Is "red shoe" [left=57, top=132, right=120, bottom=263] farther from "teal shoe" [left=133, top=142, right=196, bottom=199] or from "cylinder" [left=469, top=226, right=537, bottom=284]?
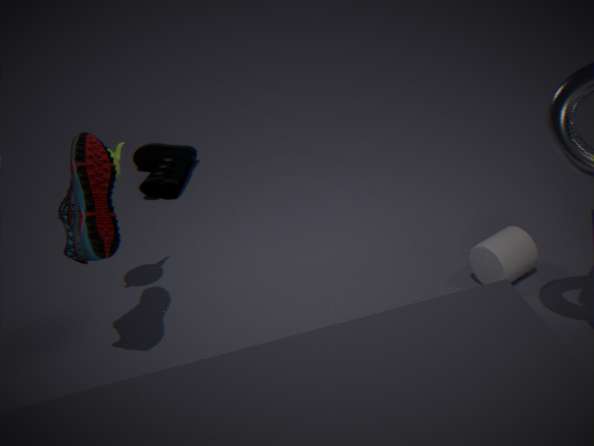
"teal shoe" [left=133, top=142, right=196, bottom=199]
